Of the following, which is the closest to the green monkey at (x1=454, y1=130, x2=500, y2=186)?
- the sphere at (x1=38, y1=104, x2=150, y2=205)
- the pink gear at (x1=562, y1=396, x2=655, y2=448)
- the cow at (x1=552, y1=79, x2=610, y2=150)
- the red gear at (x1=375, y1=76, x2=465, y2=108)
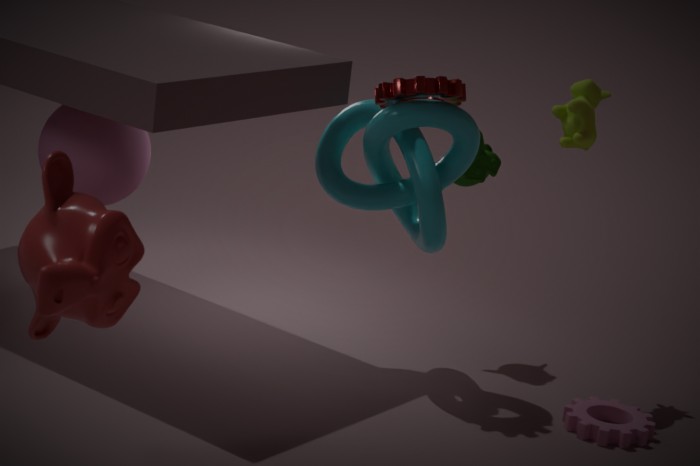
the red gear at (x1=375, y1=76, x2=465, y2=108)
